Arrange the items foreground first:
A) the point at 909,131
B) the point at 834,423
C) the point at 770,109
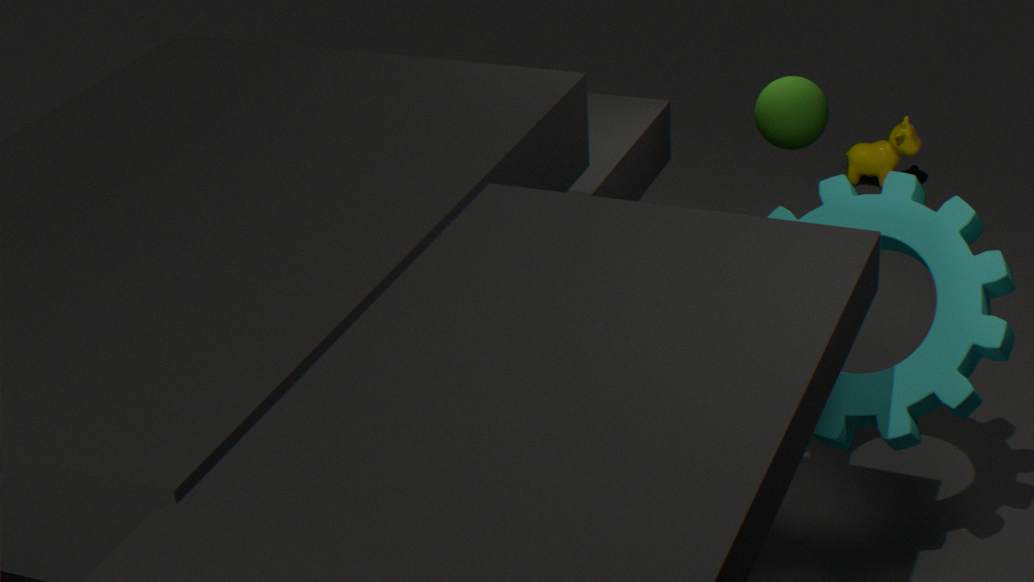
the point at 834,423, the point at 770,109, the point at 909,131
